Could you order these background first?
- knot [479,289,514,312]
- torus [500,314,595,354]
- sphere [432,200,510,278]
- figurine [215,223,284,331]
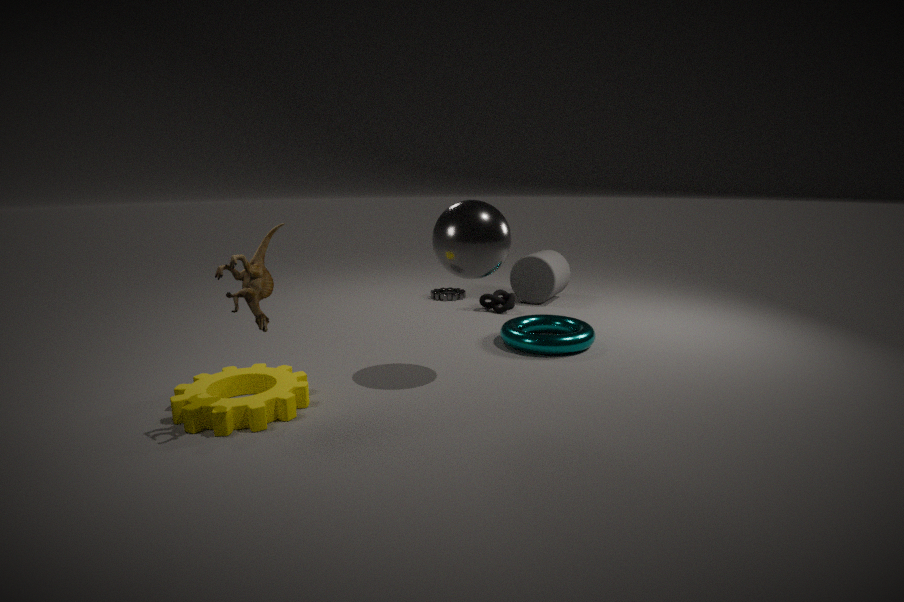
knot [479,289,514,312] → torus [500,314,595,354] → sphere [432,200,510,278] → figurine [215,223,284,331]
